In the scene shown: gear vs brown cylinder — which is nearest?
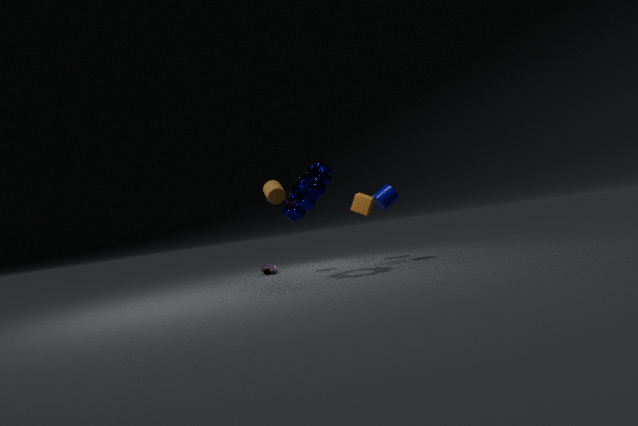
gear
